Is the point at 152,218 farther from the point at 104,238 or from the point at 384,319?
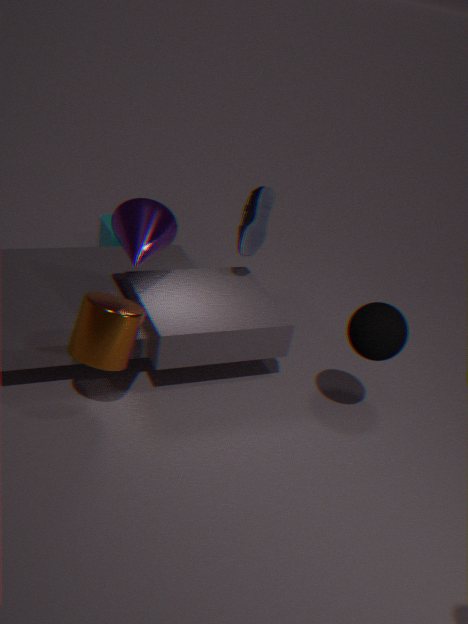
the point at 384,319
